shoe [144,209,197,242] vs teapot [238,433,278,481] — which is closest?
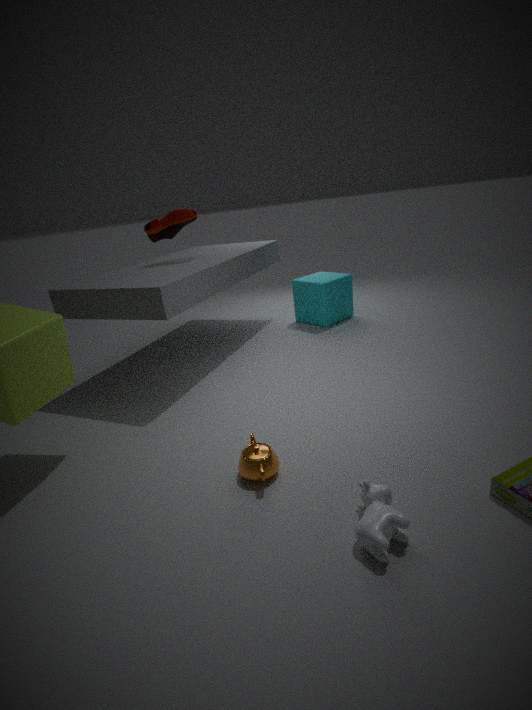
teapot [238,433,278,481]
